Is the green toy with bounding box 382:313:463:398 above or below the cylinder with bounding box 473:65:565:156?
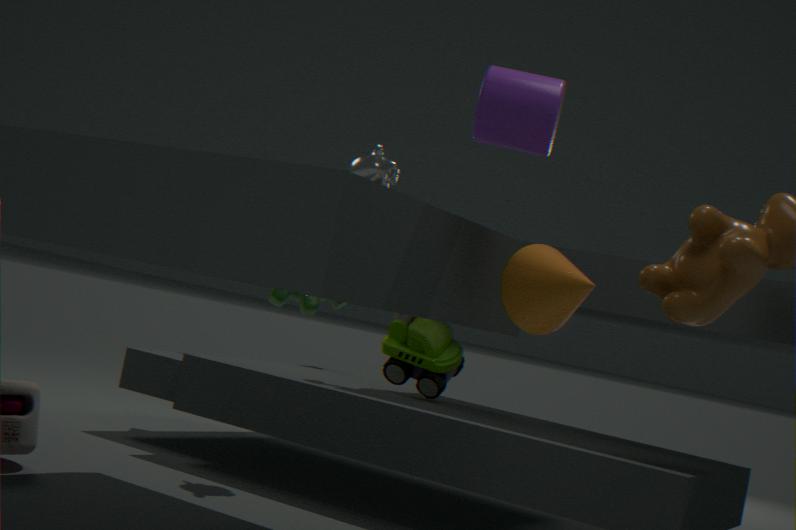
below
